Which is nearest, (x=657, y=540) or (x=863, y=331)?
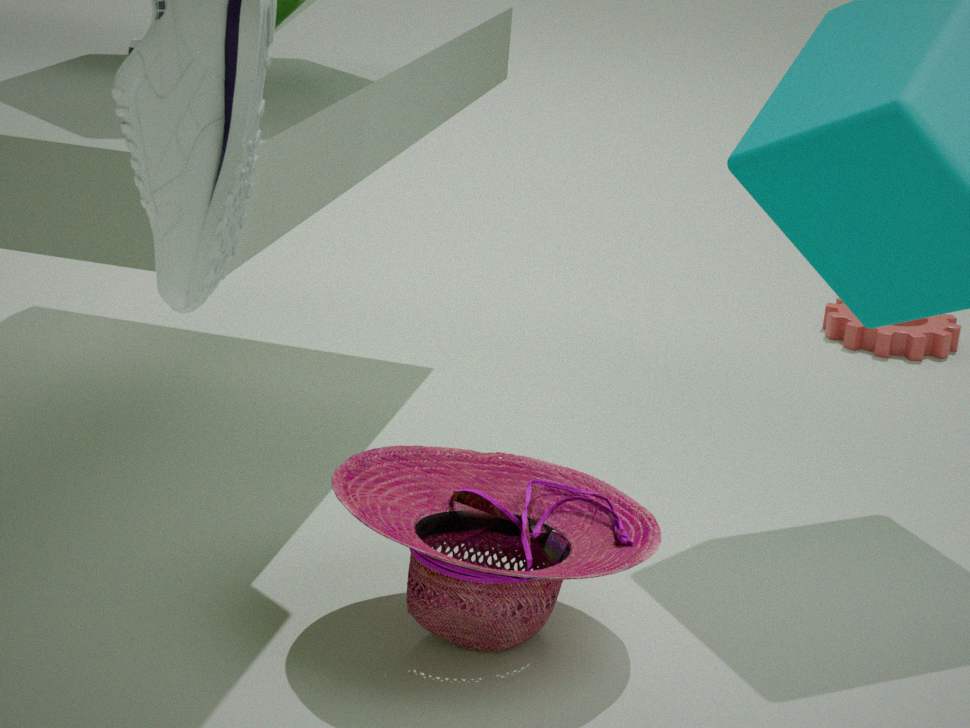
(x=657, y=540)
